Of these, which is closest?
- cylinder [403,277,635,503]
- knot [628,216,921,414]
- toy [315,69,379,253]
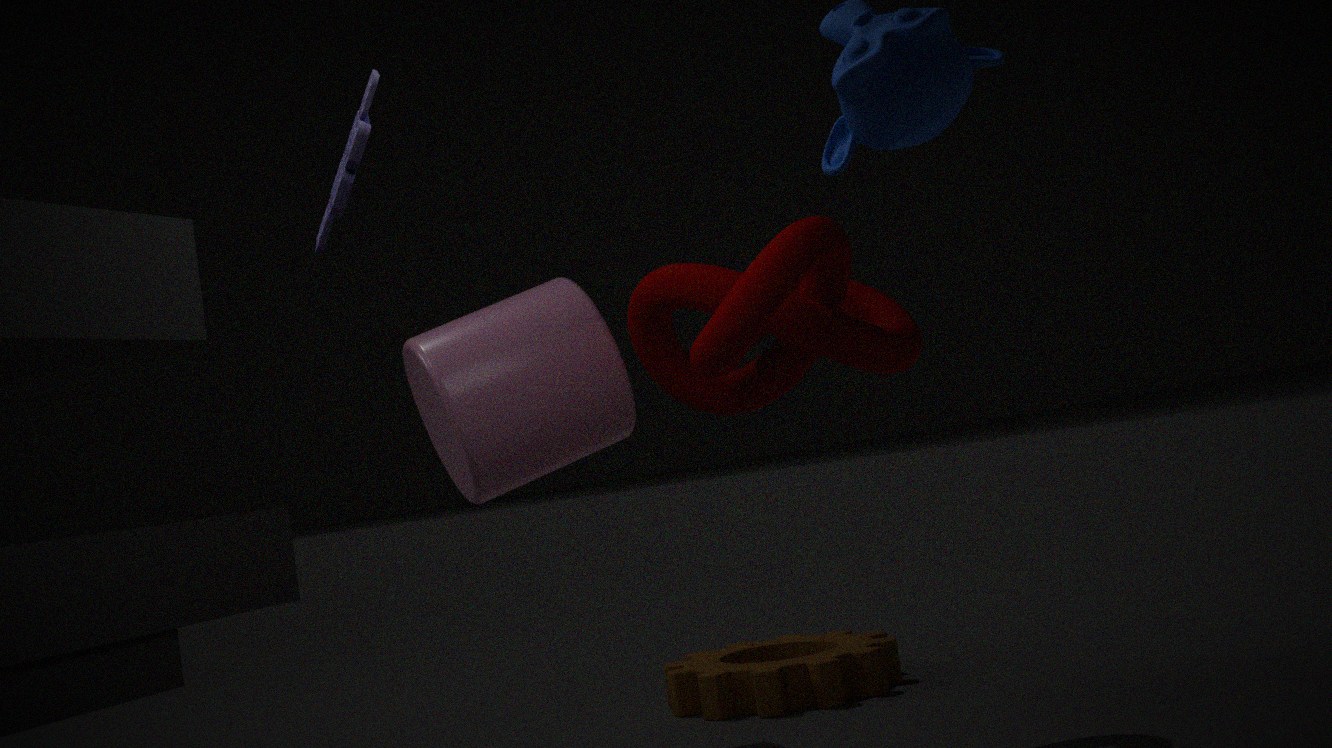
toy [315,69,379,253]
